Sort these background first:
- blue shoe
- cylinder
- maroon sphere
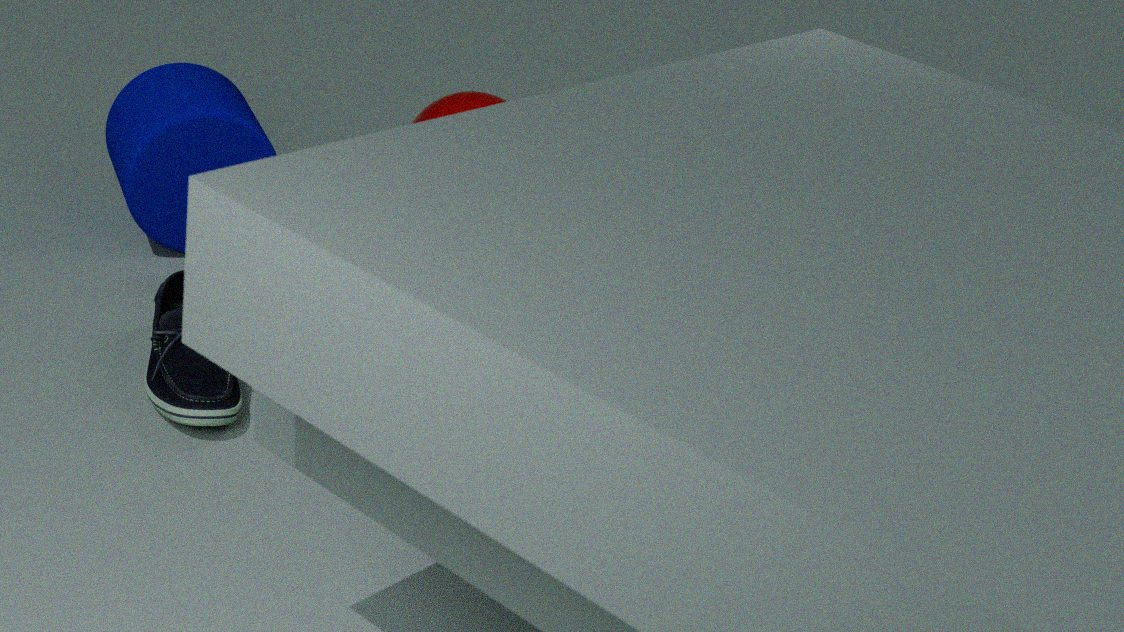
maroon sphere
cylinder
blue shoe
